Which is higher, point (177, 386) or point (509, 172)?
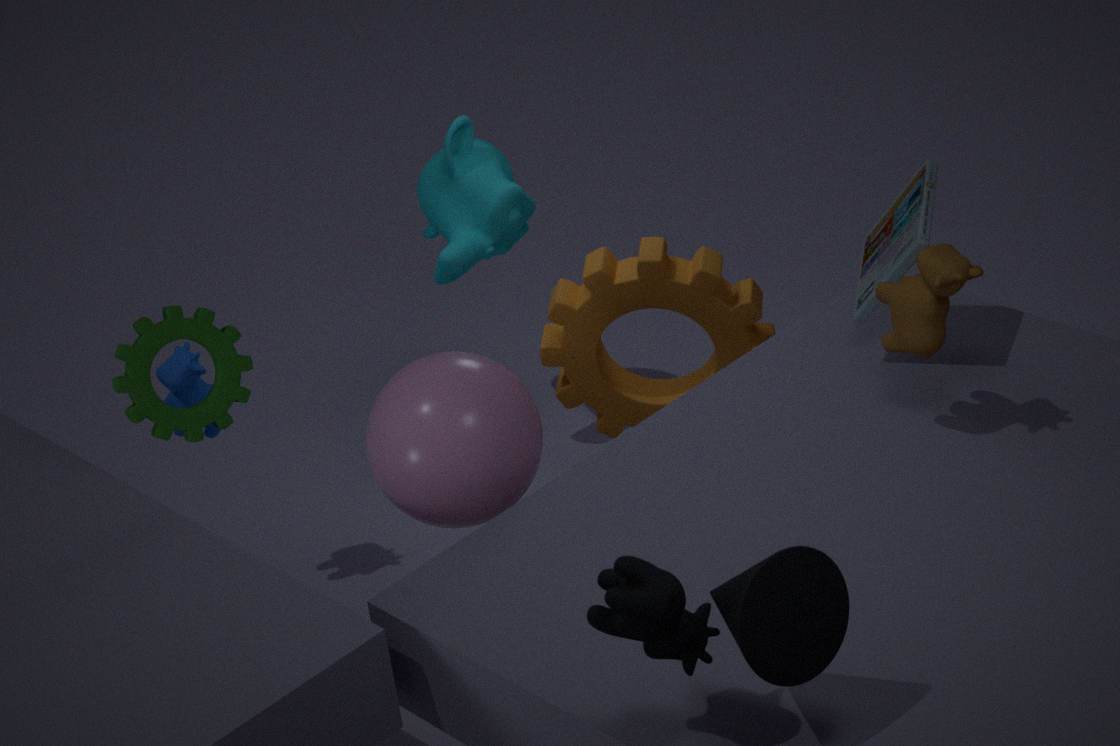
point (509, 172)
